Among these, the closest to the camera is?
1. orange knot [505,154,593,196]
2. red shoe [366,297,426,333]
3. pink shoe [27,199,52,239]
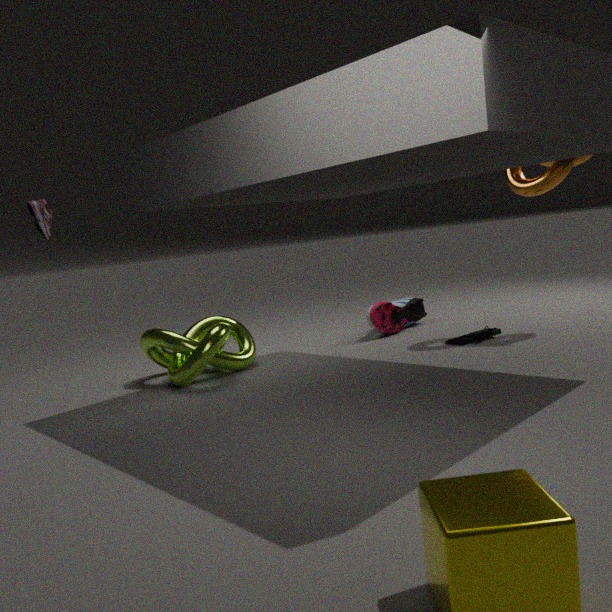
pink shoe [27,199,52,239]
